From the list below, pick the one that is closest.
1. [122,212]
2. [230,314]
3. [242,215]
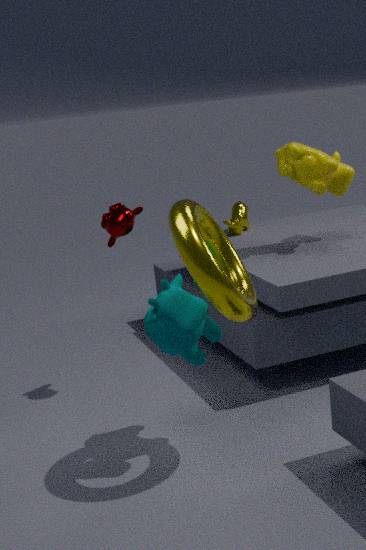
[230,314]
